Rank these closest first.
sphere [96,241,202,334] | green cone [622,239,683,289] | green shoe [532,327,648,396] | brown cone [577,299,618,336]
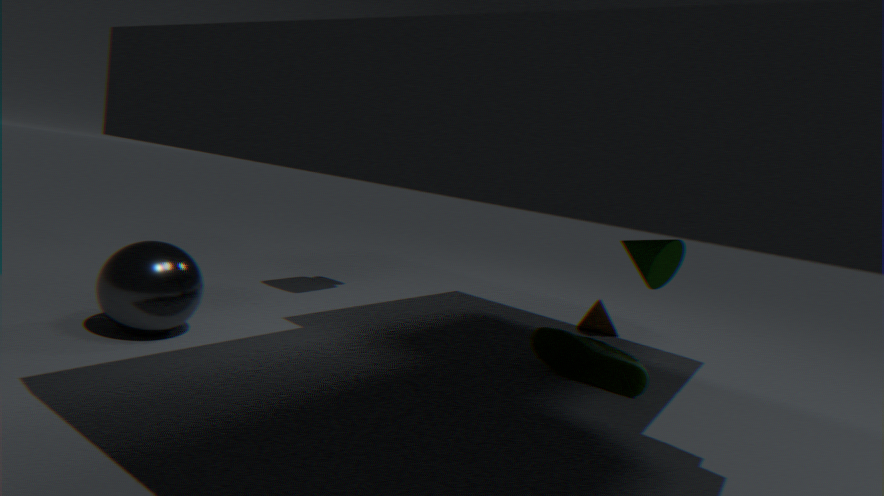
sphere [96,241,202,334], green cone [622,239,683,289], green shoe [532,327,648,396], brown cone [577,299,618,336]
